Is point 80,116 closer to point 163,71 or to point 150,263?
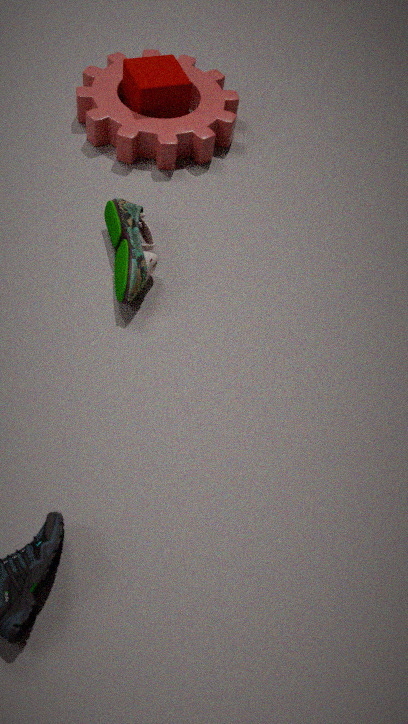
point 163,71
